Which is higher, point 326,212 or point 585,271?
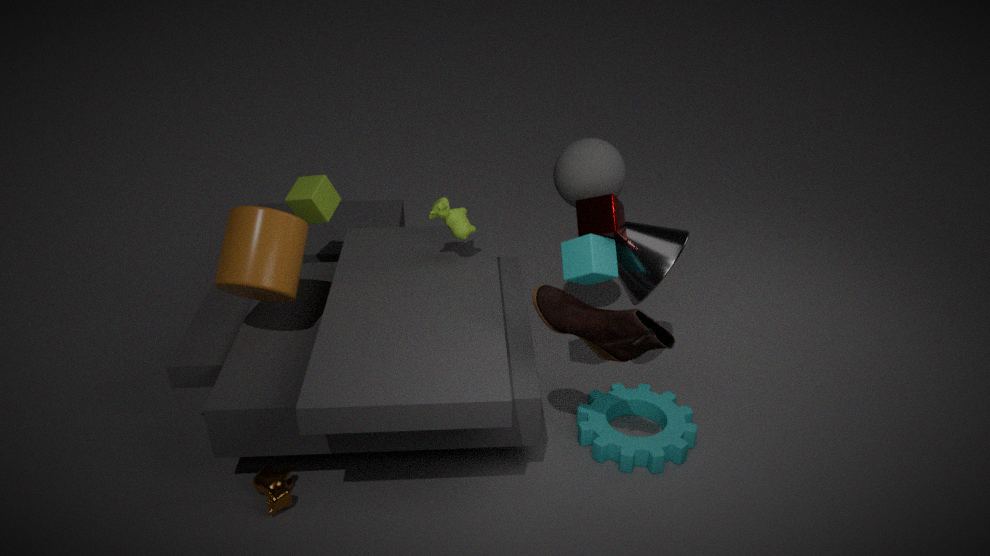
point 326,212
